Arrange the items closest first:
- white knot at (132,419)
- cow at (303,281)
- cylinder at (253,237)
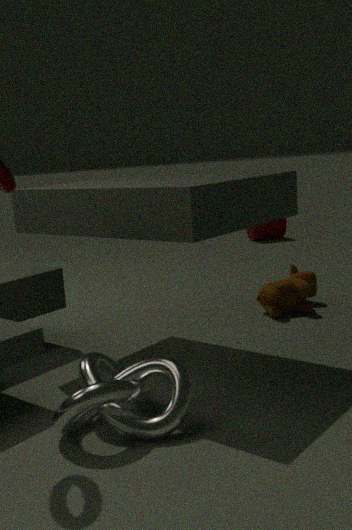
white knot at (132,419), cow at (303,281), cylinder at (253,237)
